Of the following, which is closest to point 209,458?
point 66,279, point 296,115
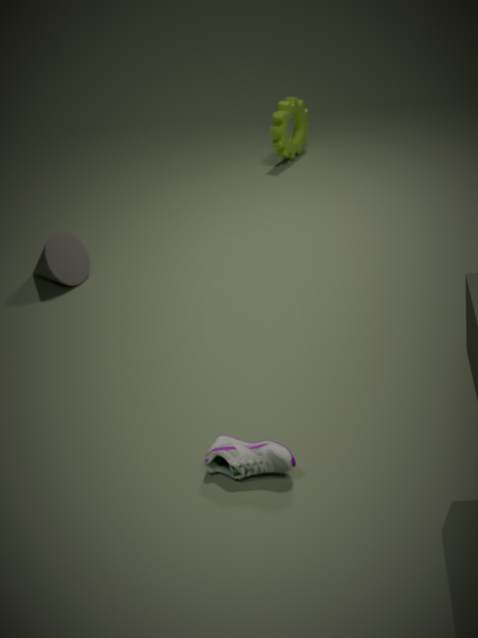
point 66,279
